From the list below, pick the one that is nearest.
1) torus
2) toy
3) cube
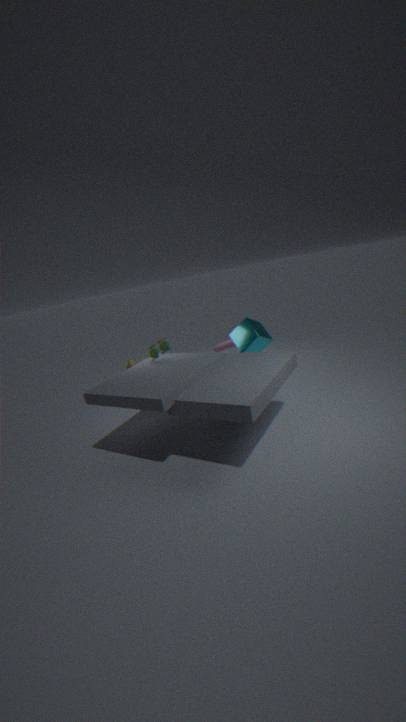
2. toy
